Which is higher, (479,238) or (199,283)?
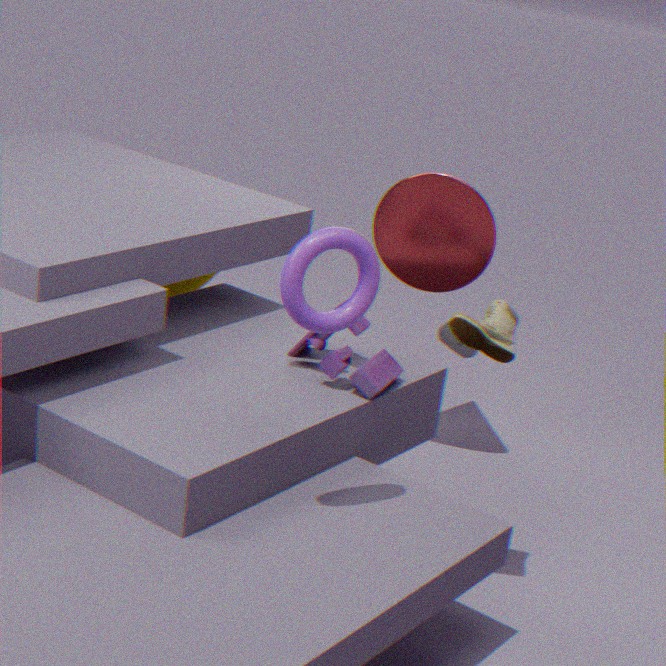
(479,238)
